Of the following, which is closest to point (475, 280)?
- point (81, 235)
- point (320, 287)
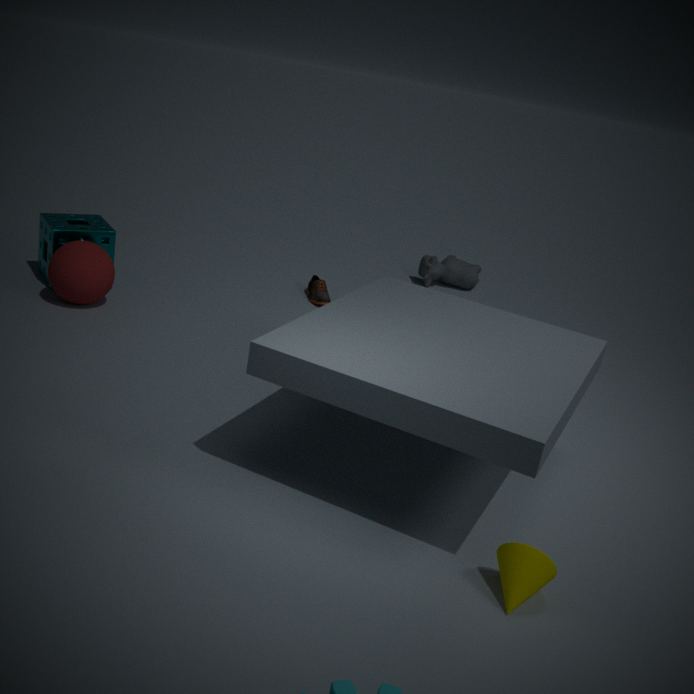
point (320, 287)
